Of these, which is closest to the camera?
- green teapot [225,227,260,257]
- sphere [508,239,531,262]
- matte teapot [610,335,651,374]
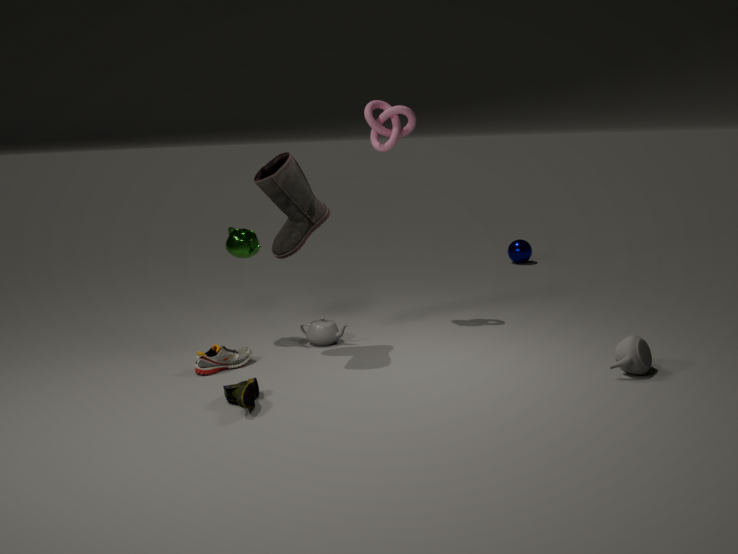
matte teapot [610,335,651,374]
